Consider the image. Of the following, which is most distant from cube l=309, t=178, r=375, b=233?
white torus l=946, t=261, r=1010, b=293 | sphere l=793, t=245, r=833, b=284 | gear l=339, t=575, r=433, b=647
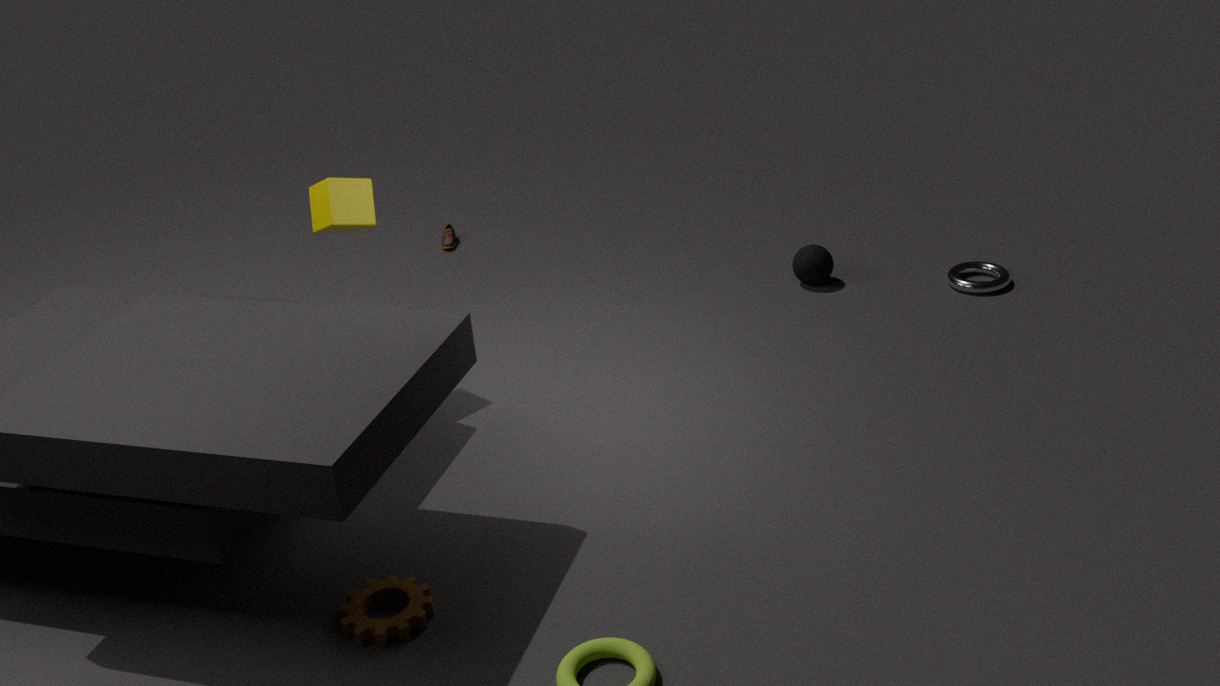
white torus l=946, t=261, r=1010, b=293
